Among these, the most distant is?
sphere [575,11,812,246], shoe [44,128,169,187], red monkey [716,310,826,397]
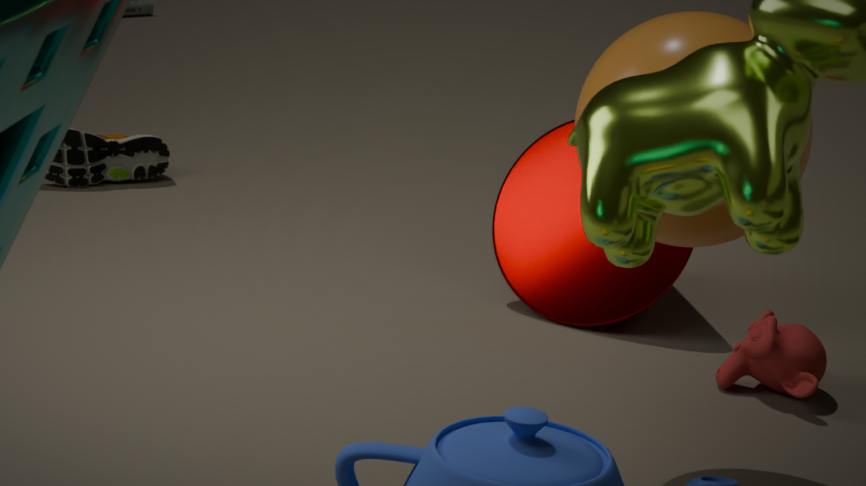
shoe [44,128,169,187]
